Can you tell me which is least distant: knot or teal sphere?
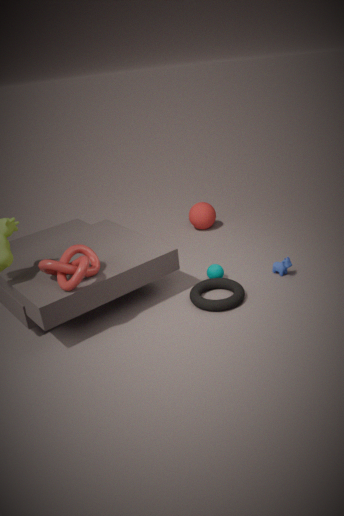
knot
